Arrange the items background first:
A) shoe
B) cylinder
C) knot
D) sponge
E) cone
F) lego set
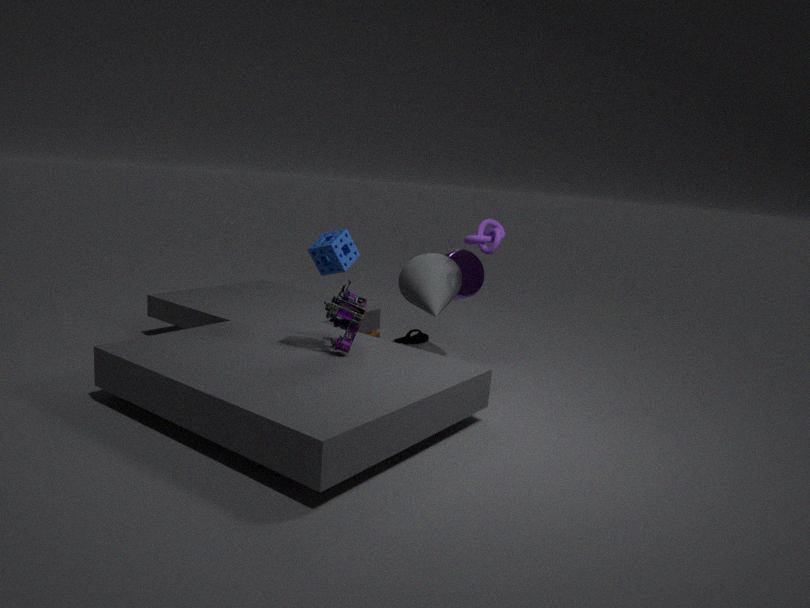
shoe < cylinder < cone < knot < lego set < sponge
